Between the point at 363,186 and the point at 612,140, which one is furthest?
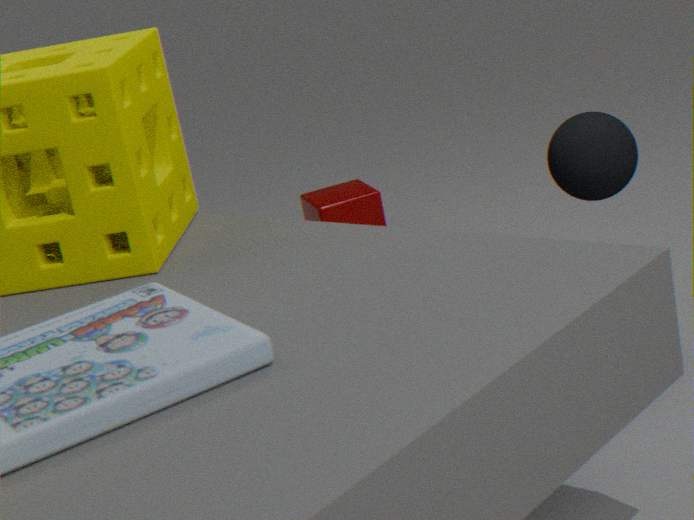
the point at 363,186
